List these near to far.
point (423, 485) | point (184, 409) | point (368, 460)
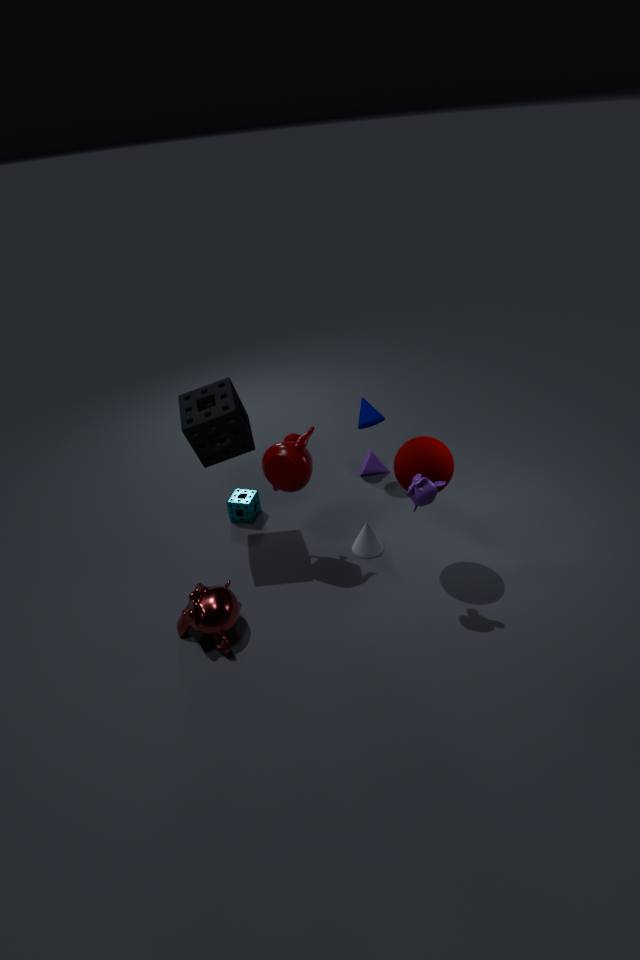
point (423, 485)
point (184, 409)
point (368, 460)
